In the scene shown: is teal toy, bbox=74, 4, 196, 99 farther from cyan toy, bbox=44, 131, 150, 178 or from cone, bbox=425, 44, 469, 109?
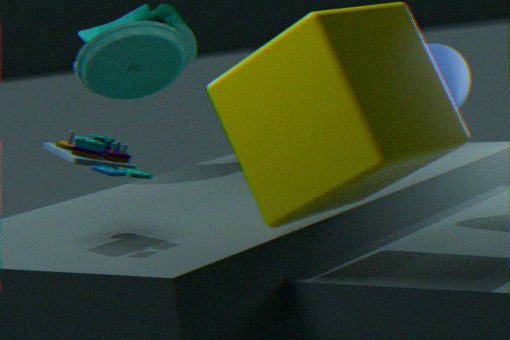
cone, bbox=425, 44, 469, 109
